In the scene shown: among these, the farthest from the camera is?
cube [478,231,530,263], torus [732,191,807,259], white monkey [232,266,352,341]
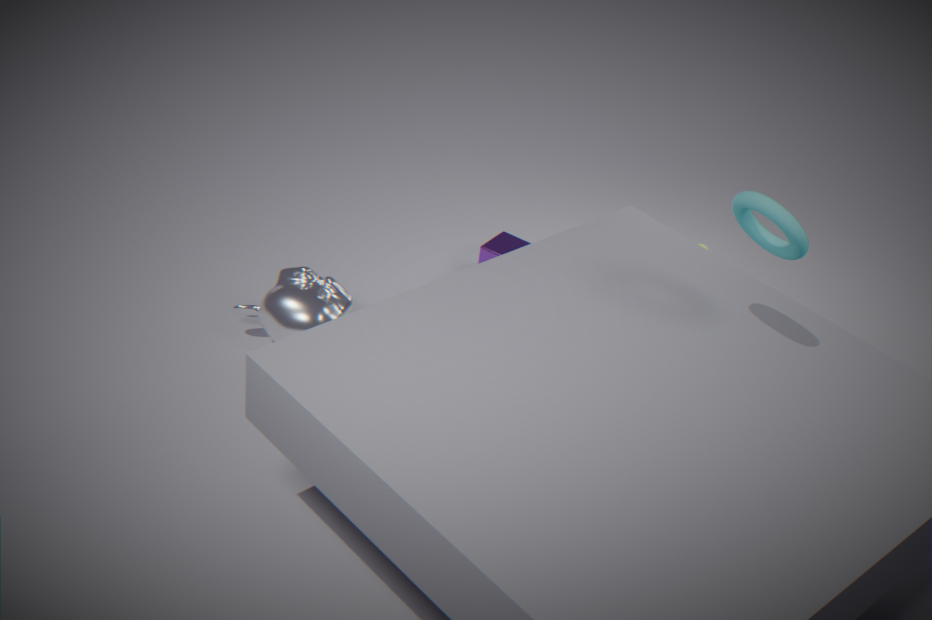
cube [478,231,530,263]
